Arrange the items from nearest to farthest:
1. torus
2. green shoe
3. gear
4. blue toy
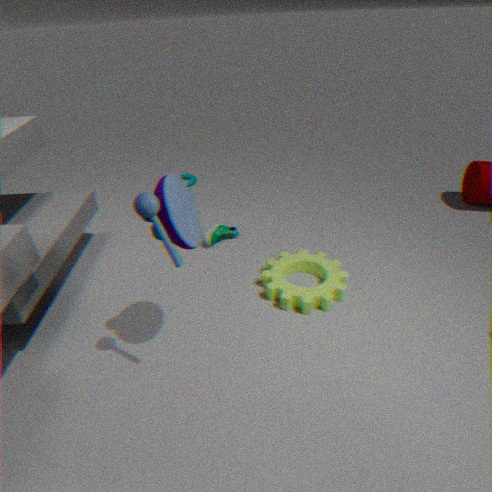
blue toy, gear, green shoe, torus
